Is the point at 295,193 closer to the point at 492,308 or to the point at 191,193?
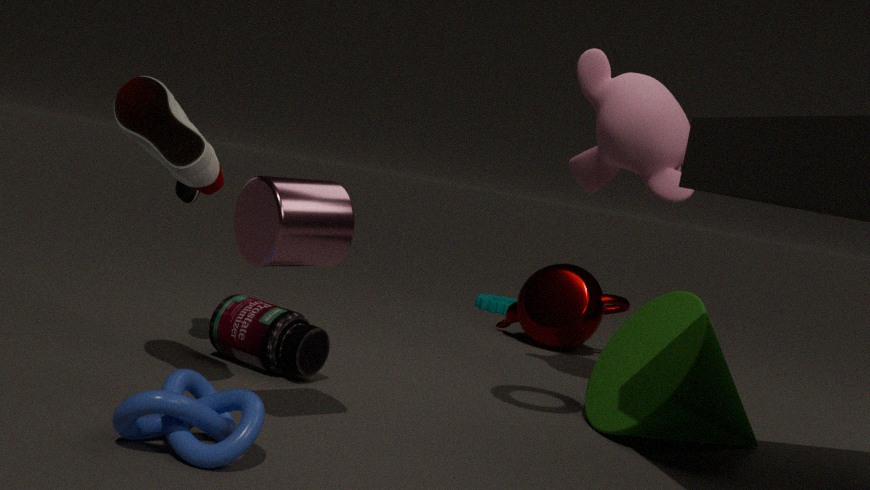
the point at 191,193
